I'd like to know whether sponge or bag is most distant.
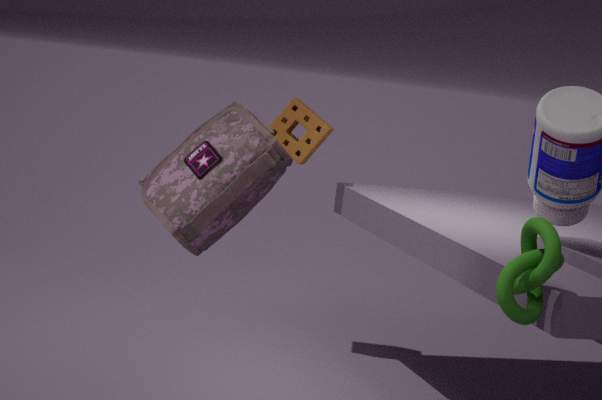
sponge
